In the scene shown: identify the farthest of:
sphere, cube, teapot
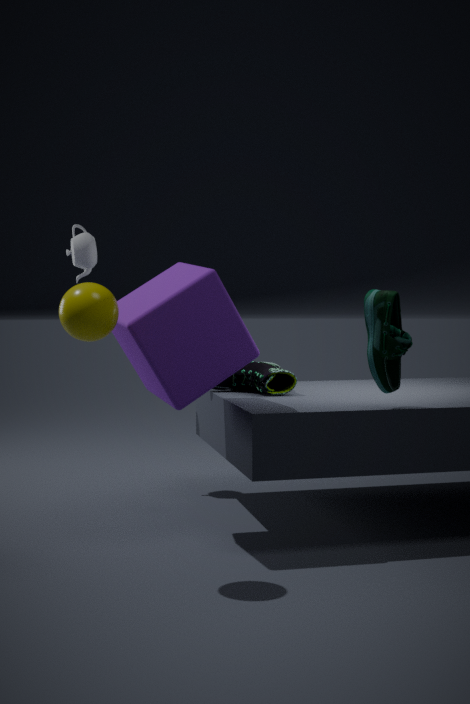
teapot
